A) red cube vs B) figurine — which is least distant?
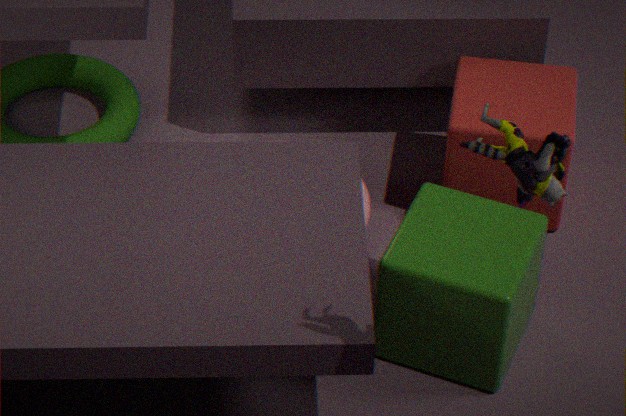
B. figurine
